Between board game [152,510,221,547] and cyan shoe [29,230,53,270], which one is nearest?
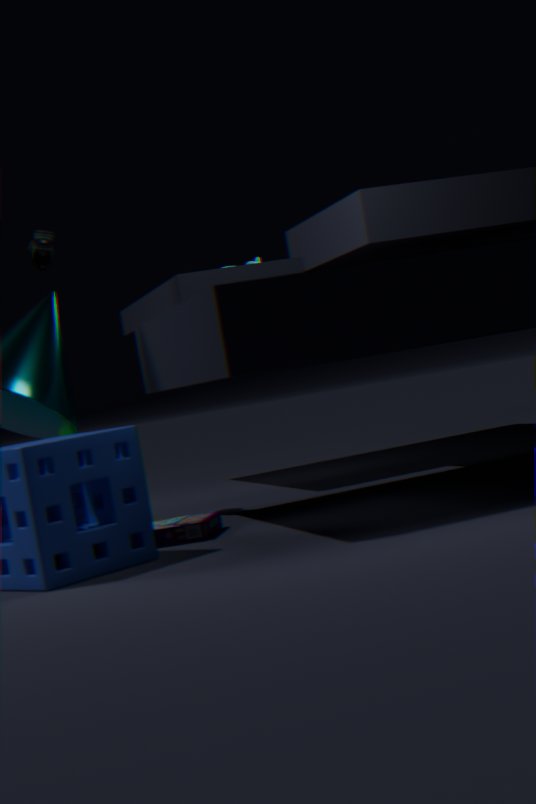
board game [152,510,221,547]
